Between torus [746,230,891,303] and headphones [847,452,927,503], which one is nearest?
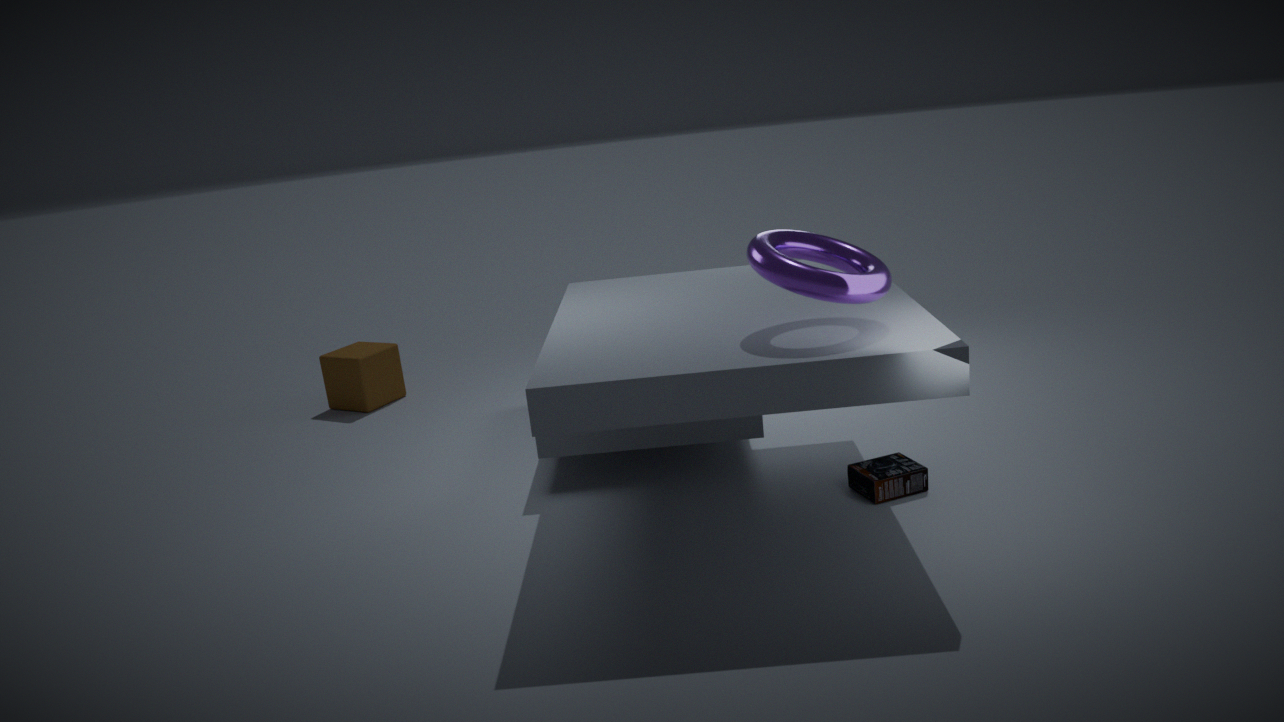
torus [746,230,891,303]
